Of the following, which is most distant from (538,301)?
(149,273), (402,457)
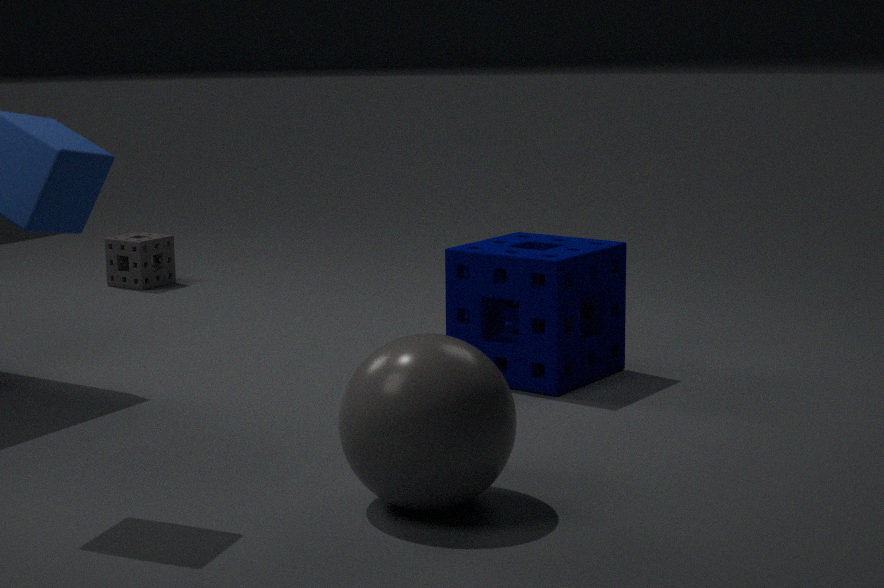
(149,273)
